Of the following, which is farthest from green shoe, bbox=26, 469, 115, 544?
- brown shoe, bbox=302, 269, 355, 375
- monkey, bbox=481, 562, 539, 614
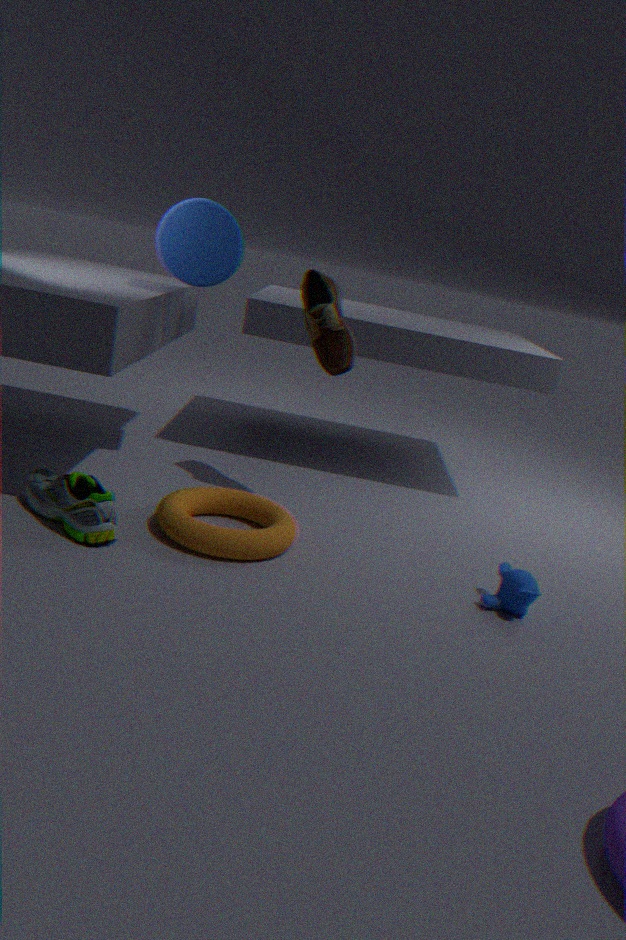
monkey, bbox=481, 562, 539, 614
